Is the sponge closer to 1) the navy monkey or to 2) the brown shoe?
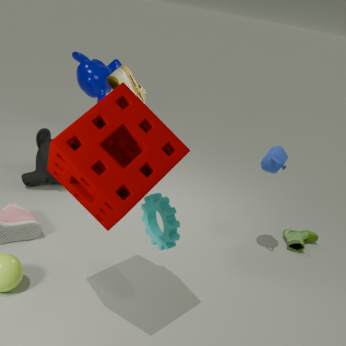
2) the brown shoe
